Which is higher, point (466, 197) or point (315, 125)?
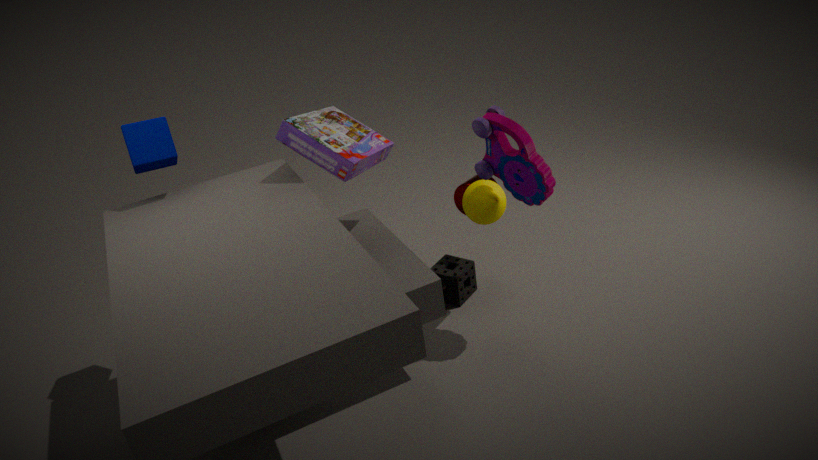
point (315, 125)
